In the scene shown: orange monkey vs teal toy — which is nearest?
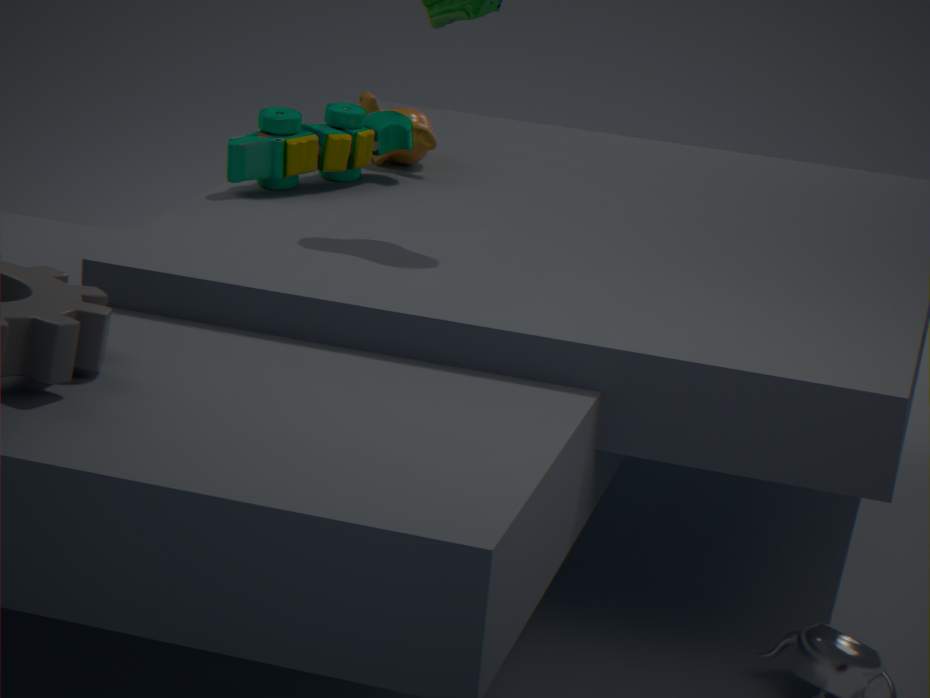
teal toy
